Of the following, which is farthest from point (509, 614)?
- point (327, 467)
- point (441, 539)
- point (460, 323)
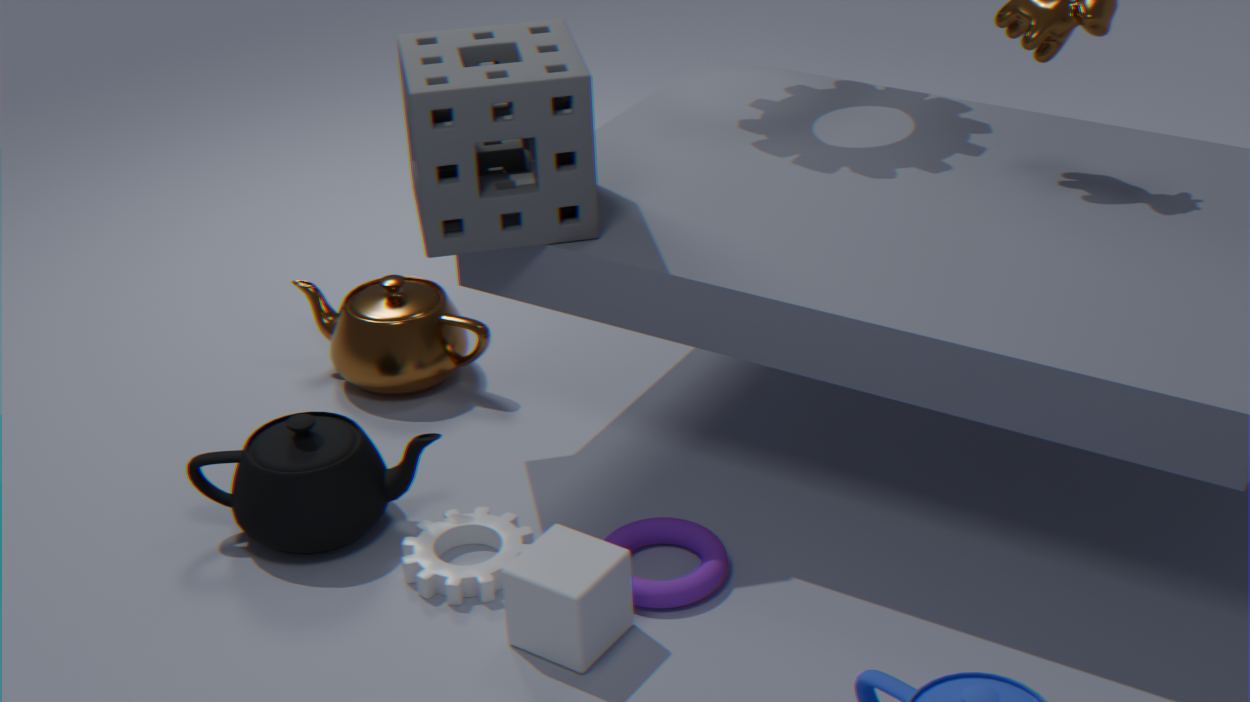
point (460, 323)
